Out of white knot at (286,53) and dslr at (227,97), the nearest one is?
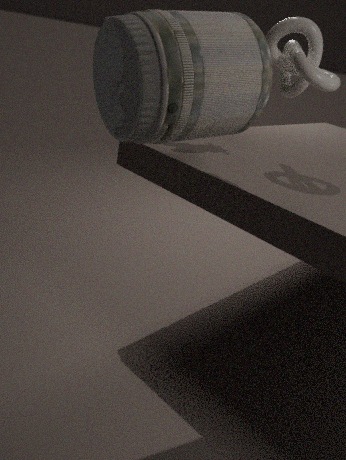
dslr at (227,97)
